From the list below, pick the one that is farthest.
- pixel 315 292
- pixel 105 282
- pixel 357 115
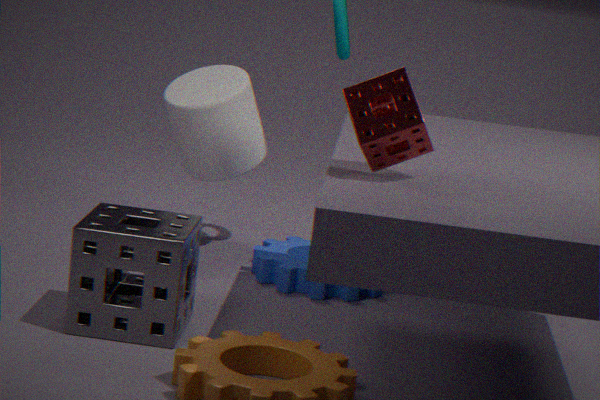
pixel 315 292
